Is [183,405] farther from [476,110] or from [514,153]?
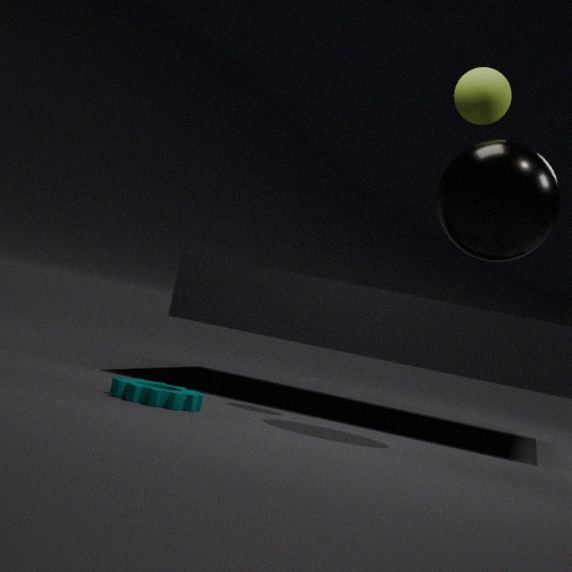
[476,110]
